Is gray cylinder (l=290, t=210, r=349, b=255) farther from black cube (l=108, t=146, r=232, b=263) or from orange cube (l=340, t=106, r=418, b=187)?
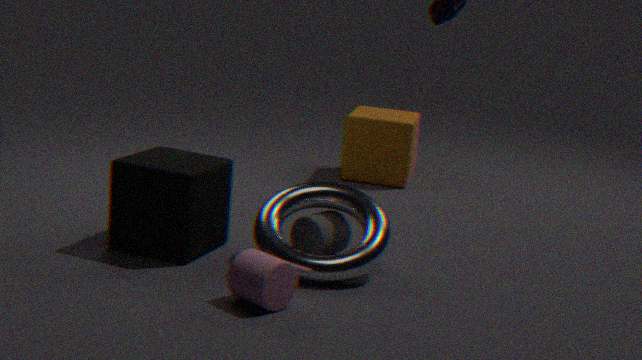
orange cube (l=340, t=106, r=418, b=187)
